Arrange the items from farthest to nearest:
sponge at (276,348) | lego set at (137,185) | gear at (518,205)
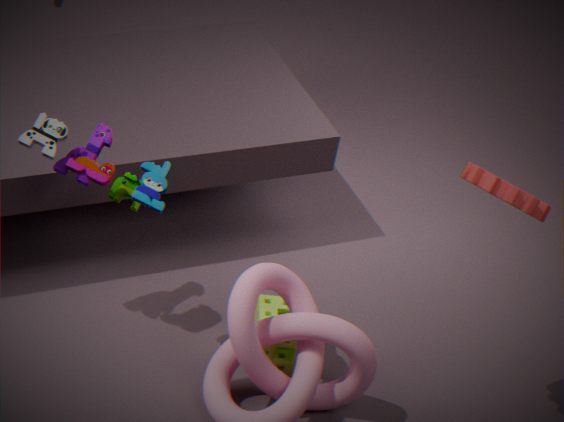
sponge at (276,348), lego set at (137,185), gear at (518,205)
